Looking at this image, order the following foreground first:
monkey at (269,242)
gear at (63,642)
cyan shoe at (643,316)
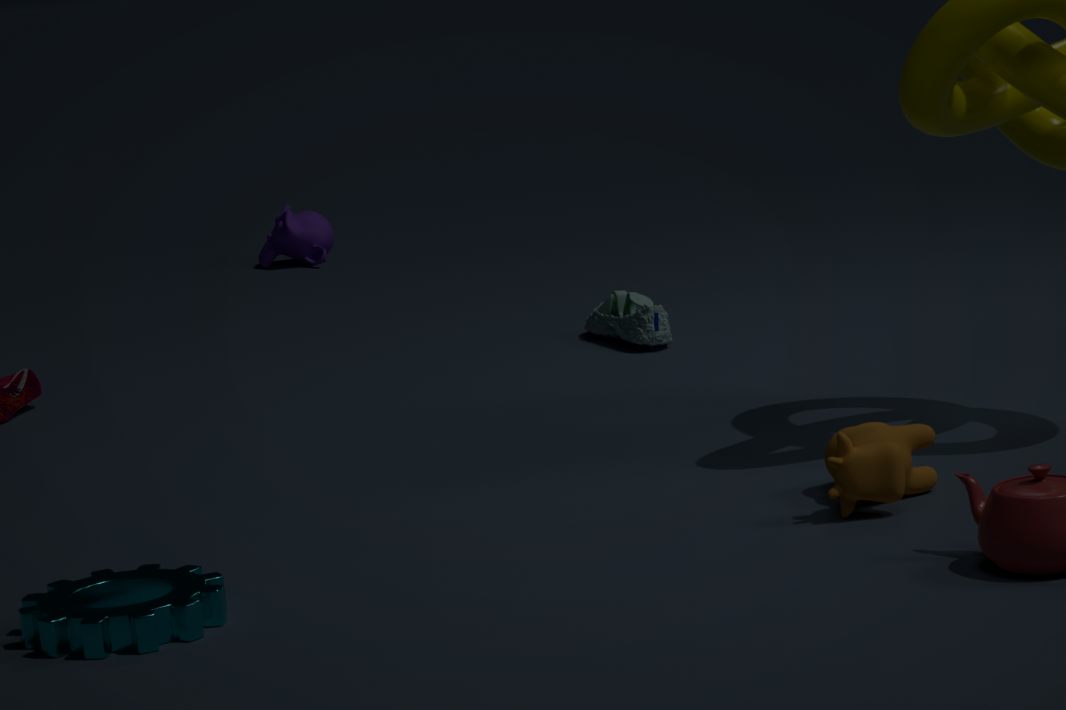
gear at (63,642), cyan shoe at (643,316), monkey at (269,242)
